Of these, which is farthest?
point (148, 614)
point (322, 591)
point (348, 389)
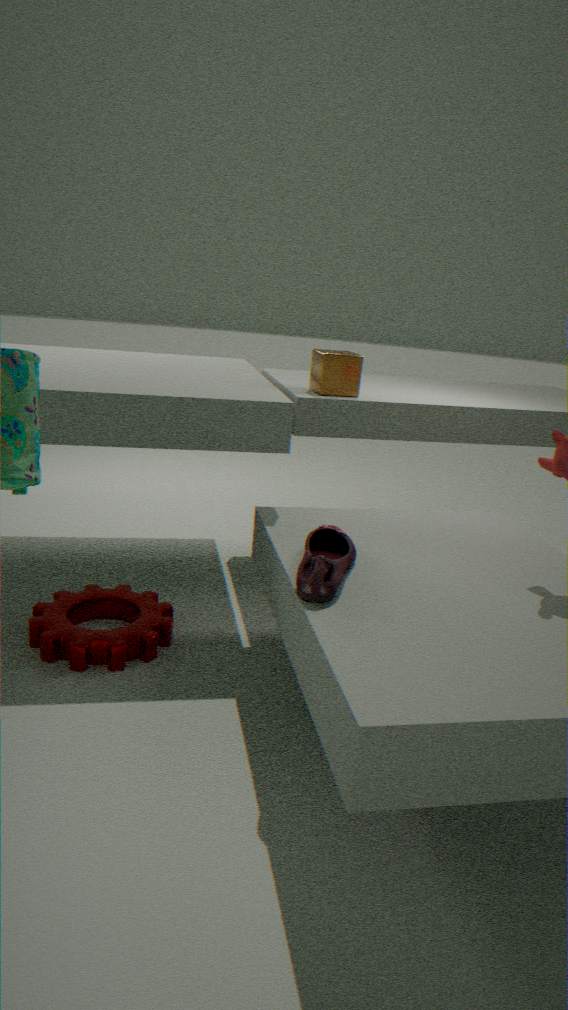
point (348, 389)
